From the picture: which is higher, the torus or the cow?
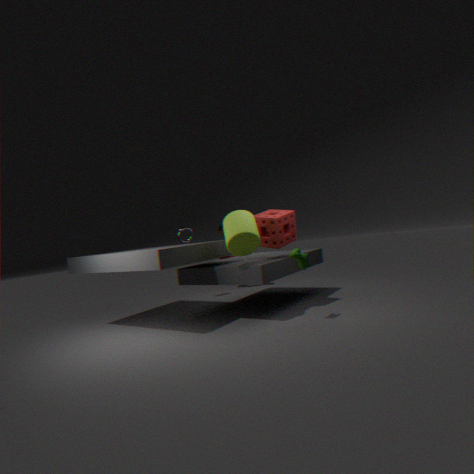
the torus
